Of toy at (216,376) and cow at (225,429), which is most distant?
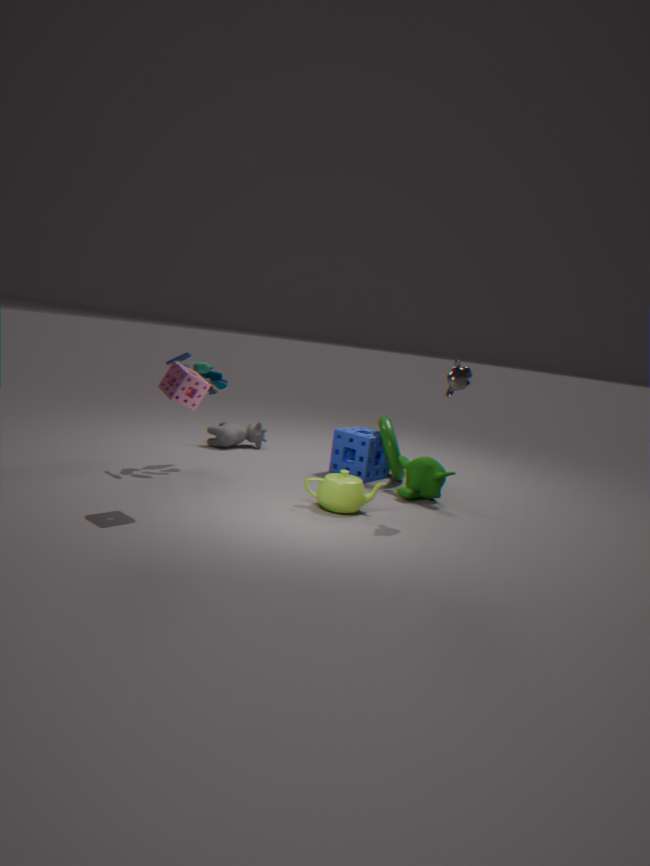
cow at (225,429)
